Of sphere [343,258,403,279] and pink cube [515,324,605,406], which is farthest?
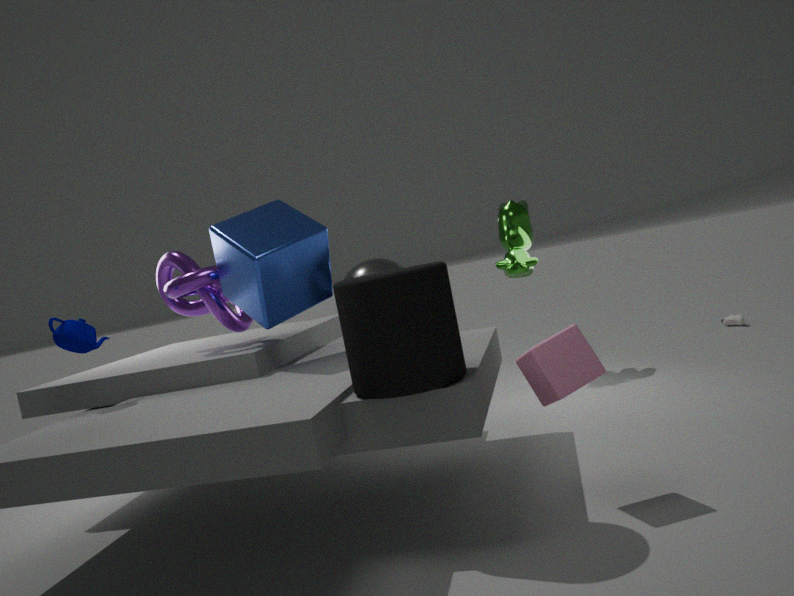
sphere [343,258,403,279]
